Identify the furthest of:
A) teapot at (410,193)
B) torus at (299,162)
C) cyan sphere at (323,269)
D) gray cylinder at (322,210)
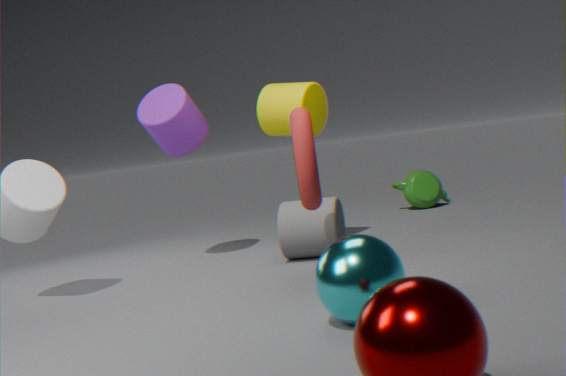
teapot at (410,193)
